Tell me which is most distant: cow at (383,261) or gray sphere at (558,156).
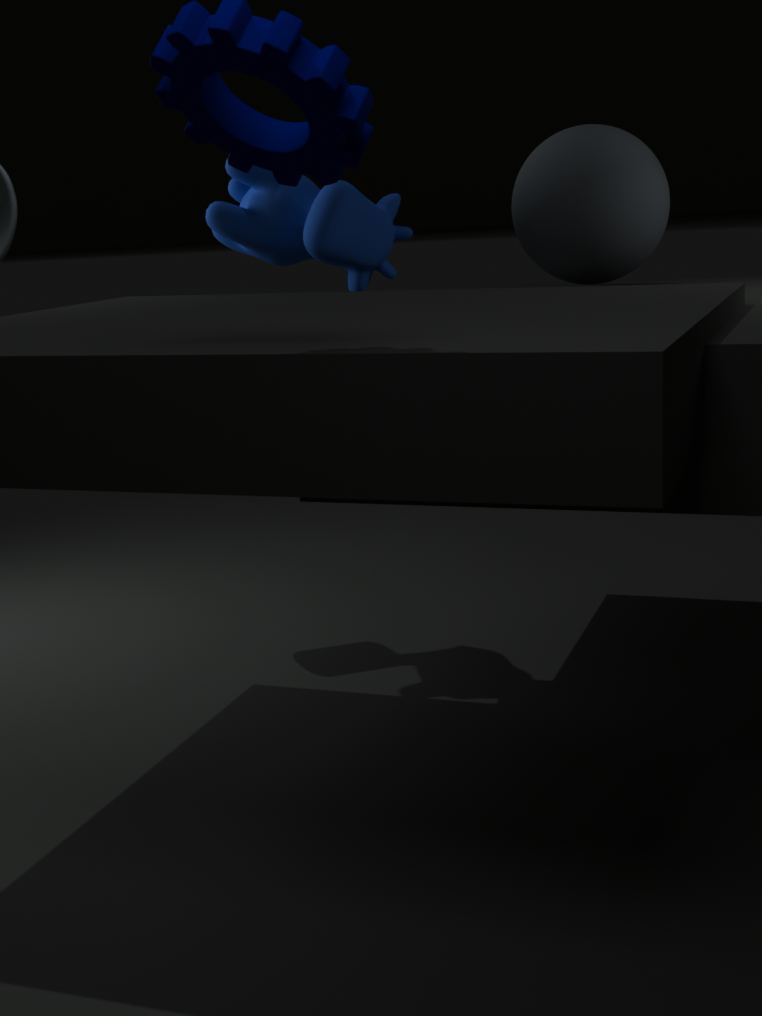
gray sphere at (558,156)
